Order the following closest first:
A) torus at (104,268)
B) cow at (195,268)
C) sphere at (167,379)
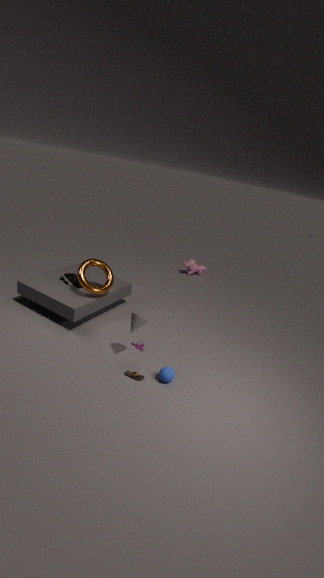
sphere at (167,379), torus at (104,268), cow at (195,268)
